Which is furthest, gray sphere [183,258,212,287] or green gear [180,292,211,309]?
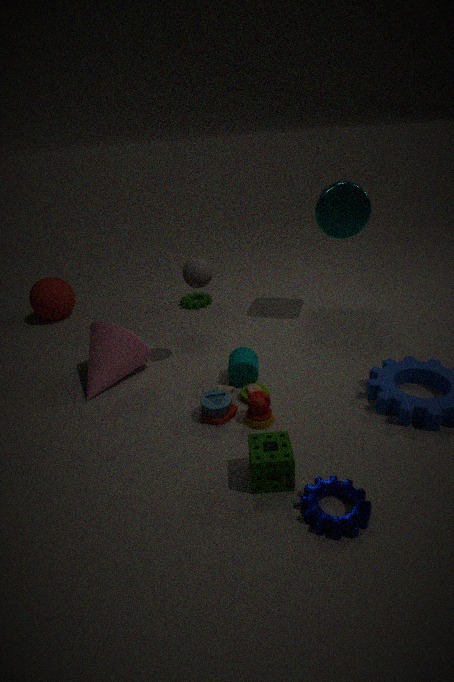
green gear [180,292,211,309]
